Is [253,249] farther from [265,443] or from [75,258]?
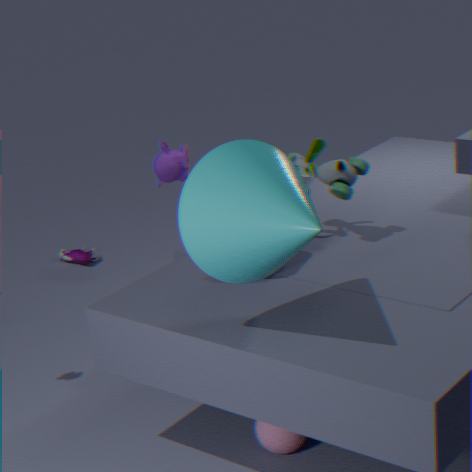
[75,258]
